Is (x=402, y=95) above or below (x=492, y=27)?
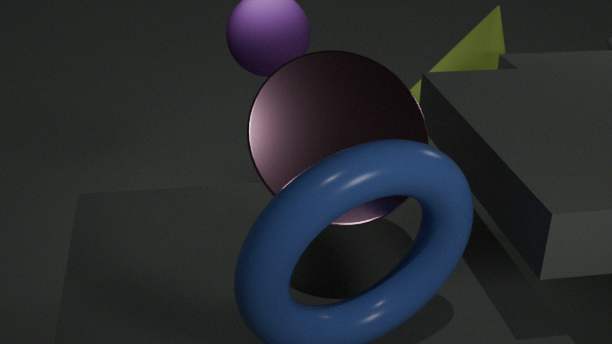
above
